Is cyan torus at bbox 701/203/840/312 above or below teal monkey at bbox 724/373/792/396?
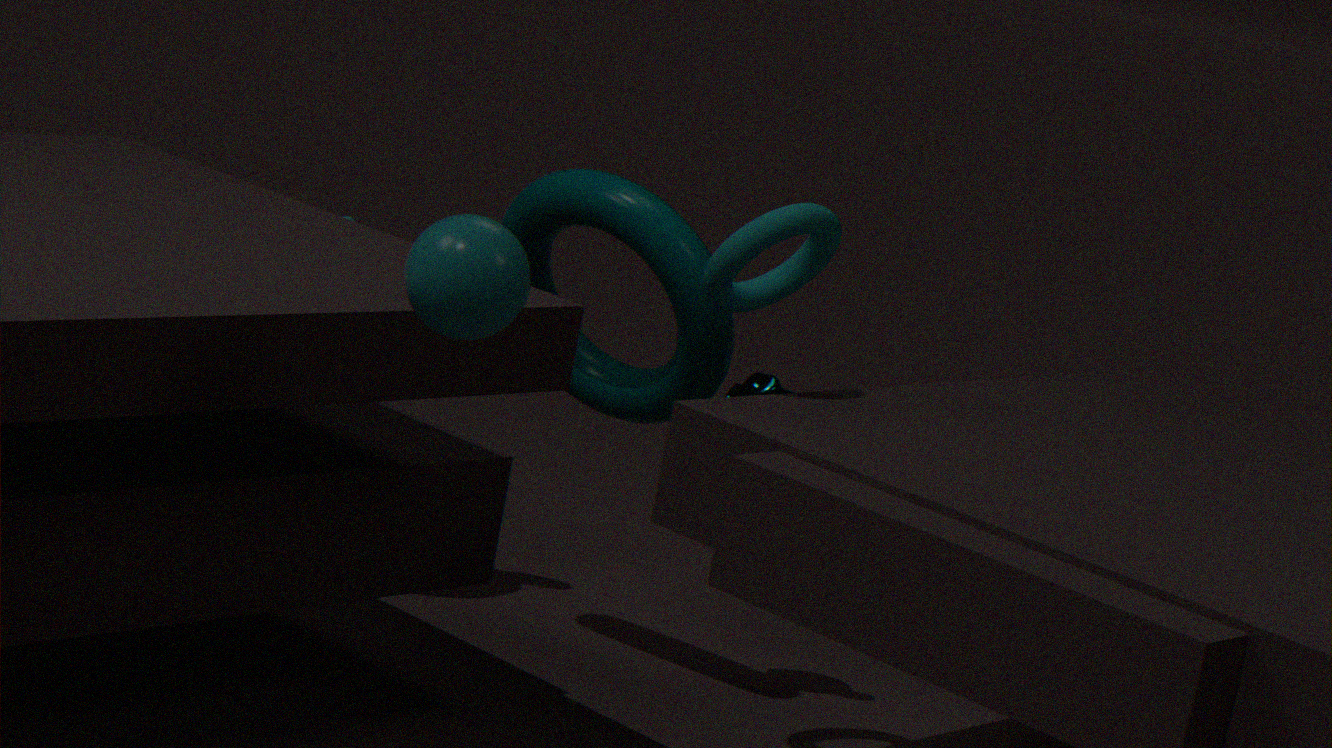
above
